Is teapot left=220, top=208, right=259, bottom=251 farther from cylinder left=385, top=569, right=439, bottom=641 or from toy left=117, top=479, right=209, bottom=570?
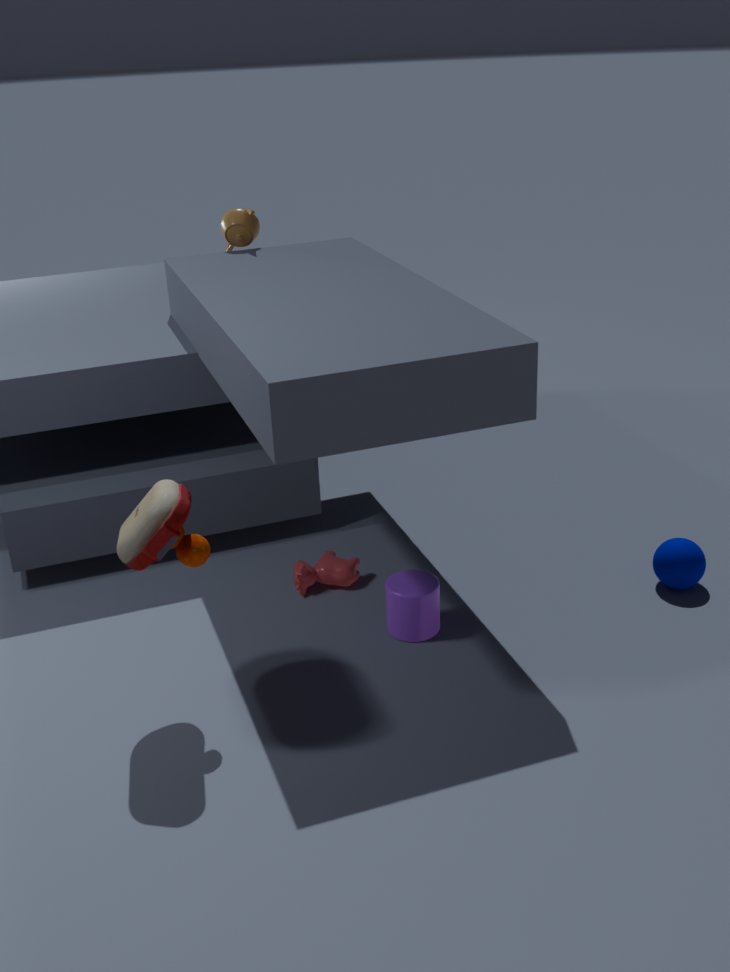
cylinder left=385, top=569, right=439, bottom=641
